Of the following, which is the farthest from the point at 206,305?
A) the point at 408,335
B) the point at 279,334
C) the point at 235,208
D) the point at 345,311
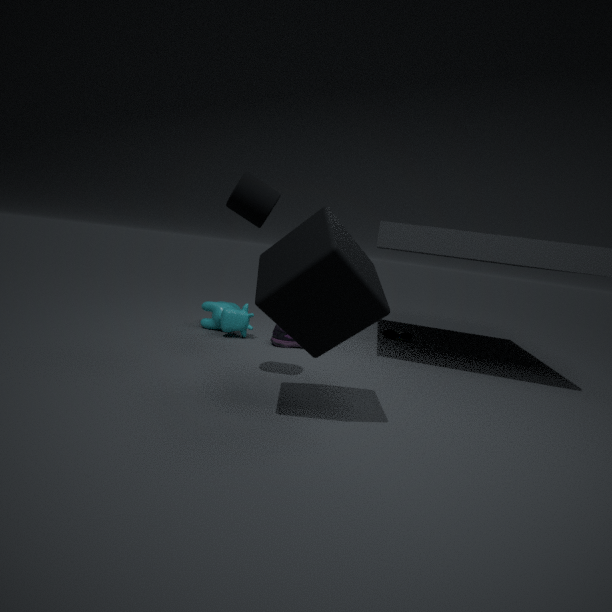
the point at 345,311
